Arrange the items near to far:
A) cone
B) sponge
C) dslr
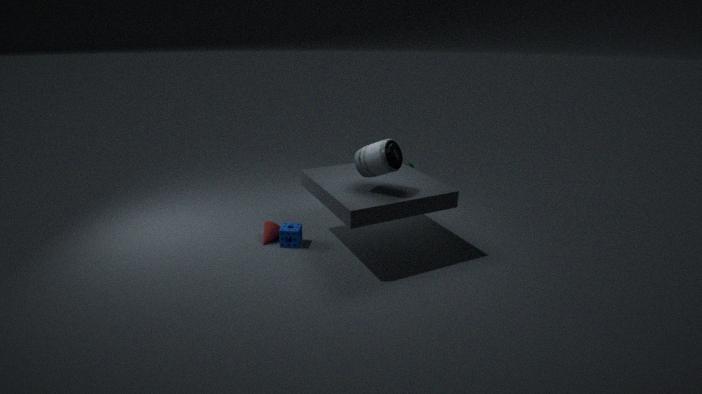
1. dslr
2. sponge
3. cone
